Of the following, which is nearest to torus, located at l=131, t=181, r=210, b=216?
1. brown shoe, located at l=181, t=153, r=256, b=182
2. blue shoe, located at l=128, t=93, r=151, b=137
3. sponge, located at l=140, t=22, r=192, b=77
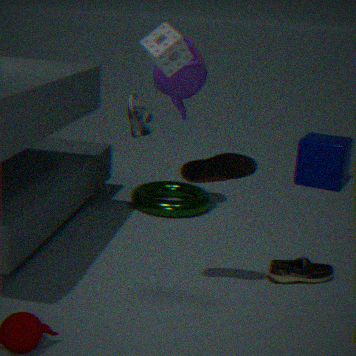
blue shoe, located at l=128, t=93, r=151, b=137
